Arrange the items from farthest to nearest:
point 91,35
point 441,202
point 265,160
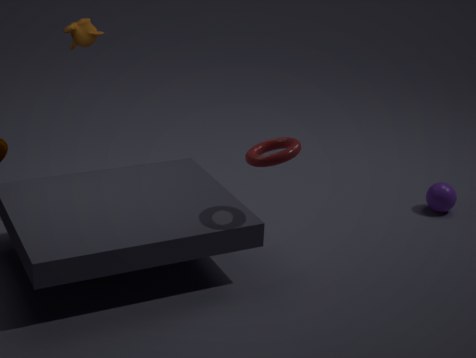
point 441,202, point 91,35, point 265,160
